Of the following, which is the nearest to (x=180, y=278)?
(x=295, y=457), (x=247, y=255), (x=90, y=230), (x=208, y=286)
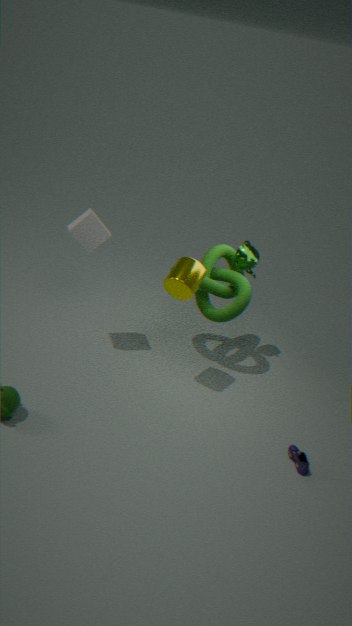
(x=208, y=286)
